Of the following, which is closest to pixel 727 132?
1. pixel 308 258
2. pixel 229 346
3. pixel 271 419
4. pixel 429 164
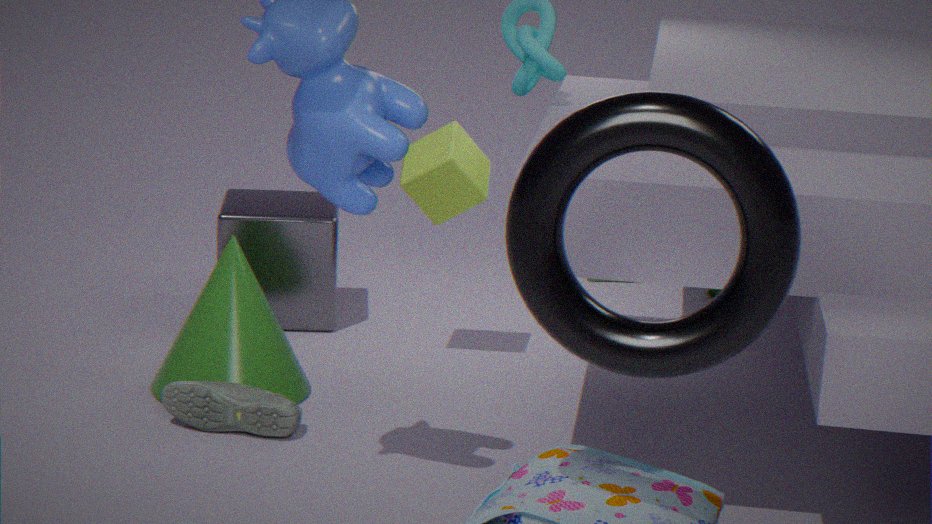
pixel 271 419
